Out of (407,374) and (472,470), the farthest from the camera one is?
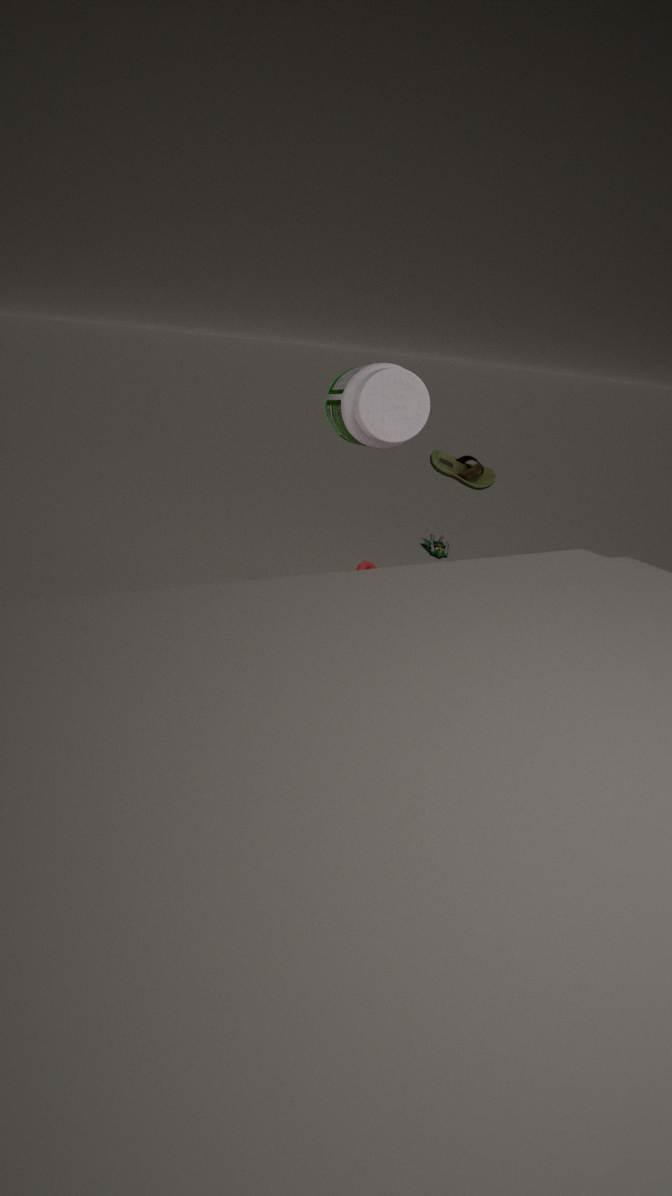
(472,470)
